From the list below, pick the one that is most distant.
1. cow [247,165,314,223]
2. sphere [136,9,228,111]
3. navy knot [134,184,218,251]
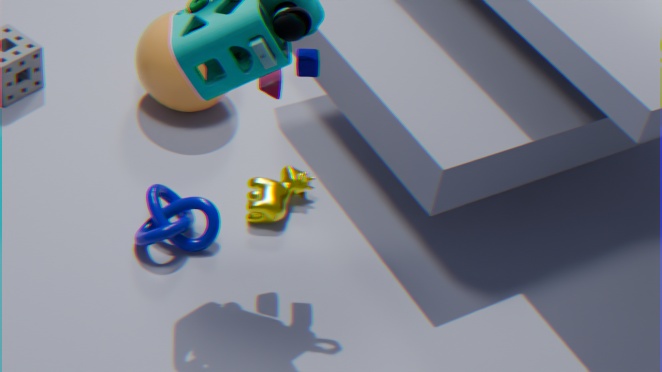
sphere [136,9,228,111]
